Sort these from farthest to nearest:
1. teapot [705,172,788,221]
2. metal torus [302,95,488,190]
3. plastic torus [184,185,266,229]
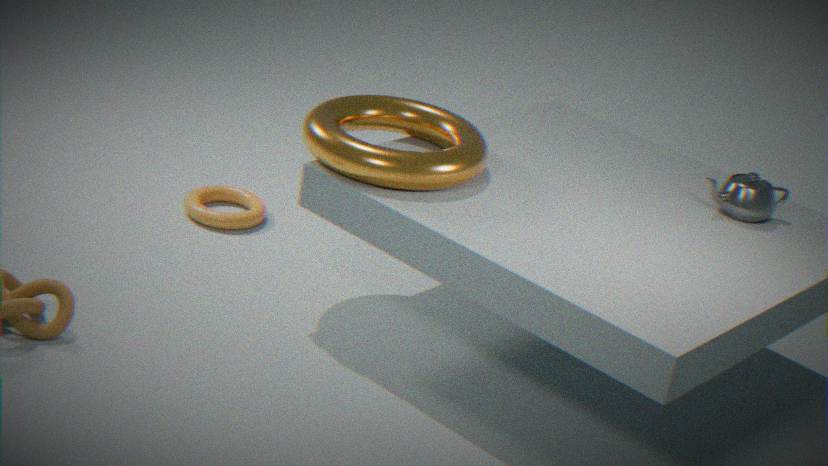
plastic torus [184,185,266,229]
teapot [705,172,788,221]
metal torus [302,95,488,190]
